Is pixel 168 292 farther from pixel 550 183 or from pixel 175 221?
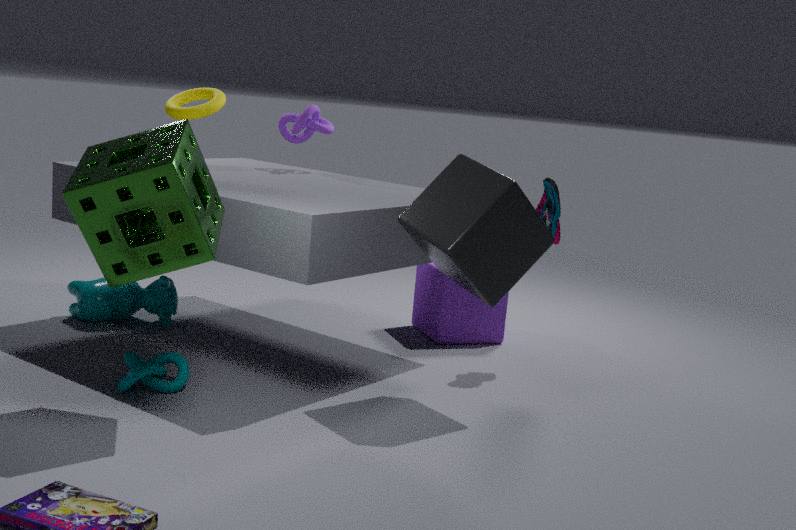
pixel 550 183
